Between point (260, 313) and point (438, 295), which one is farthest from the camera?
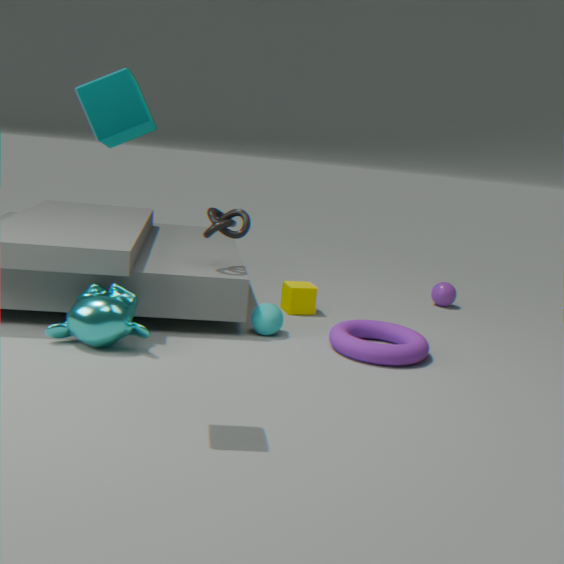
point (438, 295)
